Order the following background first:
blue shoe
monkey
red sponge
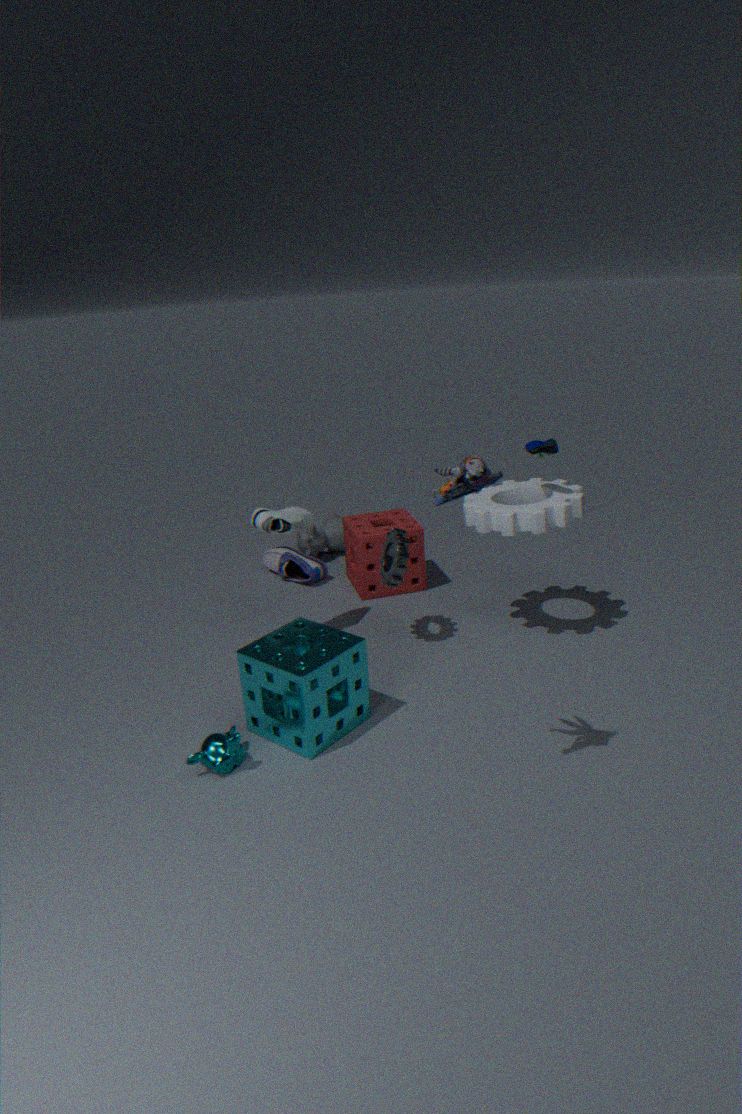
red sponge < blue shoe < monkey
